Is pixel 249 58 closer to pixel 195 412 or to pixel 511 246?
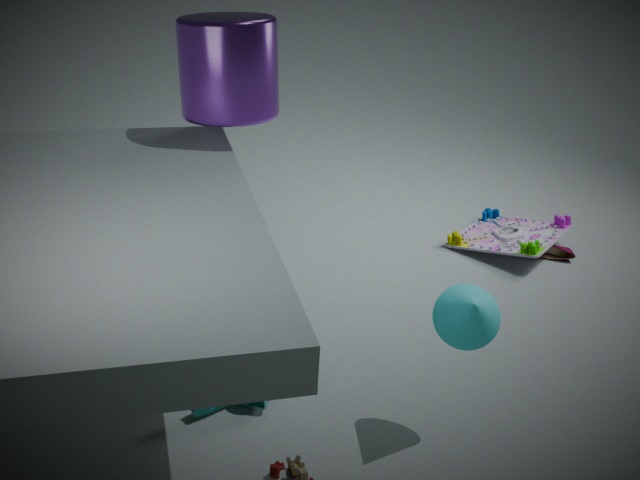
pixel 195 412
